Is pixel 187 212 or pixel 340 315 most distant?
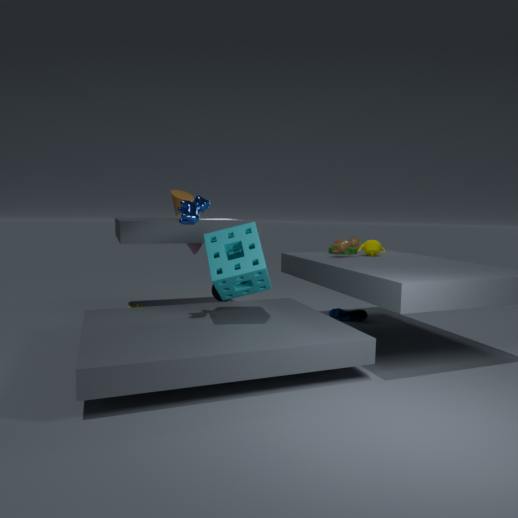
pixel 340 315
